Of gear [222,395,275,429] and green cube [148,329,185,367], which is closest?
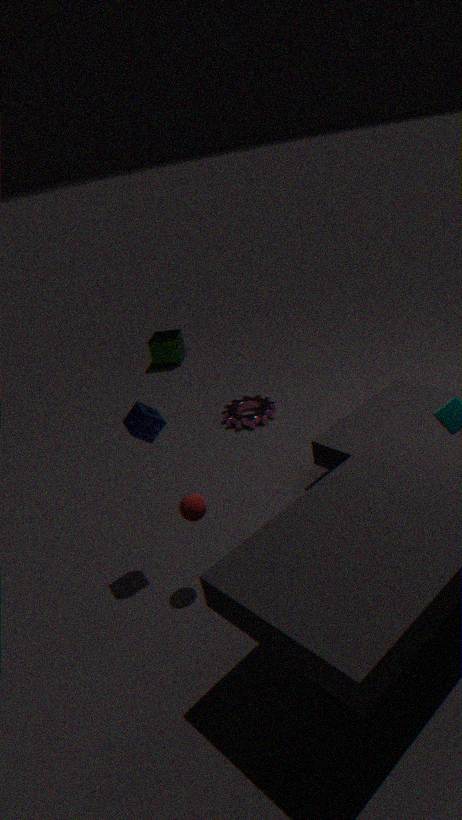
gear [222,395,275,429]
